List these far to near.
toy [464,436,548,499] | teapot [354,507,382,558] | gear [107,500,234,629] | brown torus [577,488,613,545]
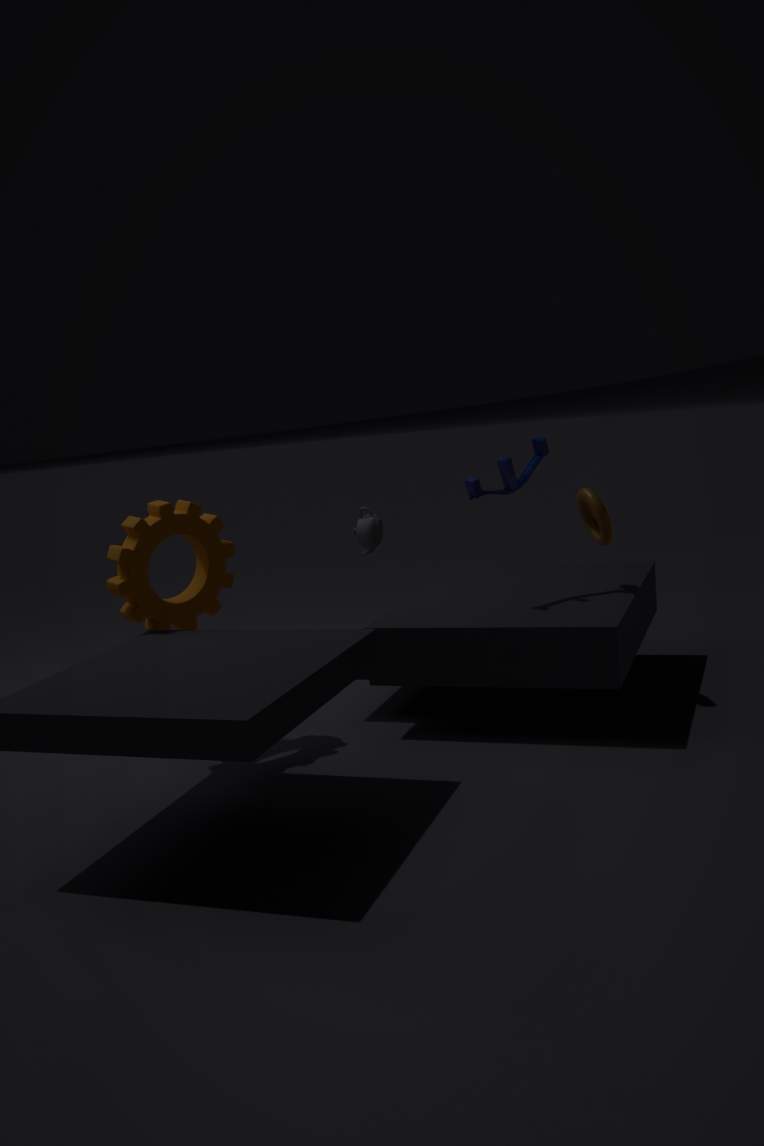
1. teapot [354,507,382,558]
2. brown torus [577,488,613,545]
3. toy [464,436,548,499]
4. gear [107,500,234,629]
